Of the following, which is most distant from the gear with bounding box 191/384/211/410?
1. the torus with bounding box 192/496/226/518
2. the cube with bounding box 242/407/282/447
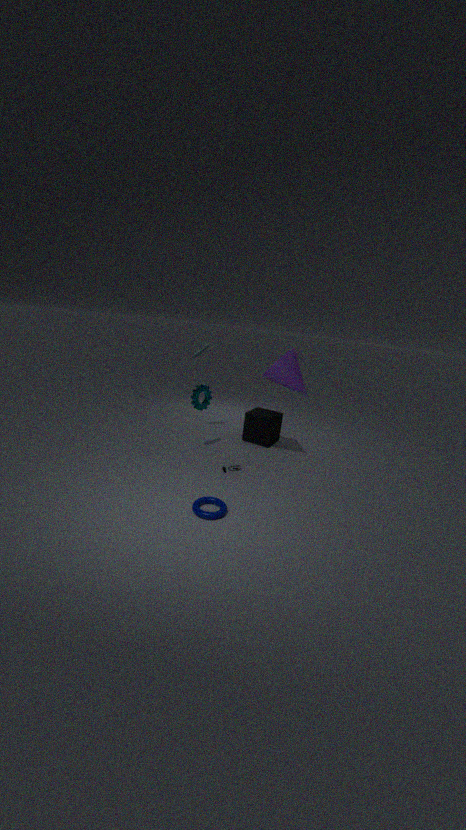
the torus with bounding box 192/496/226/518
